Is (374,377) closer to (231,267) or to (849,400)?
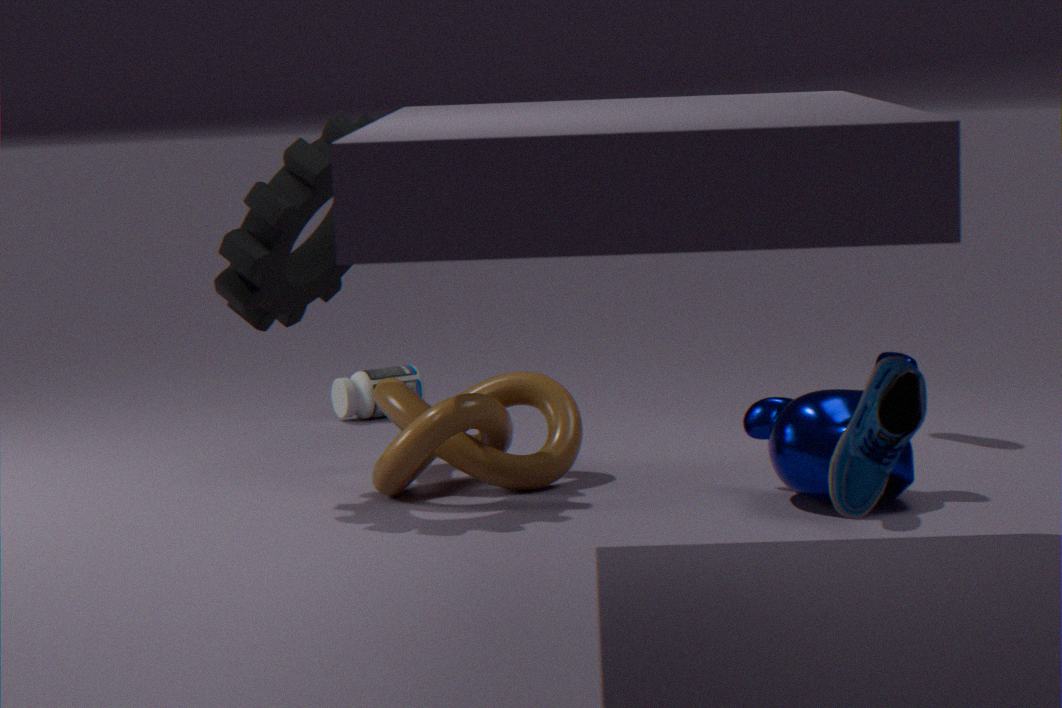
(231,267)
